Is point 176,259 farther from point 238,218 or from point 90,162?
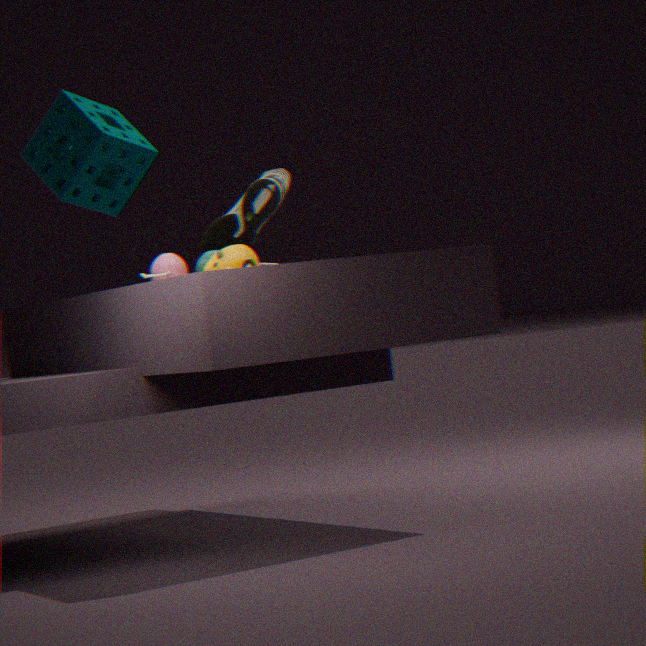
point 90,162
